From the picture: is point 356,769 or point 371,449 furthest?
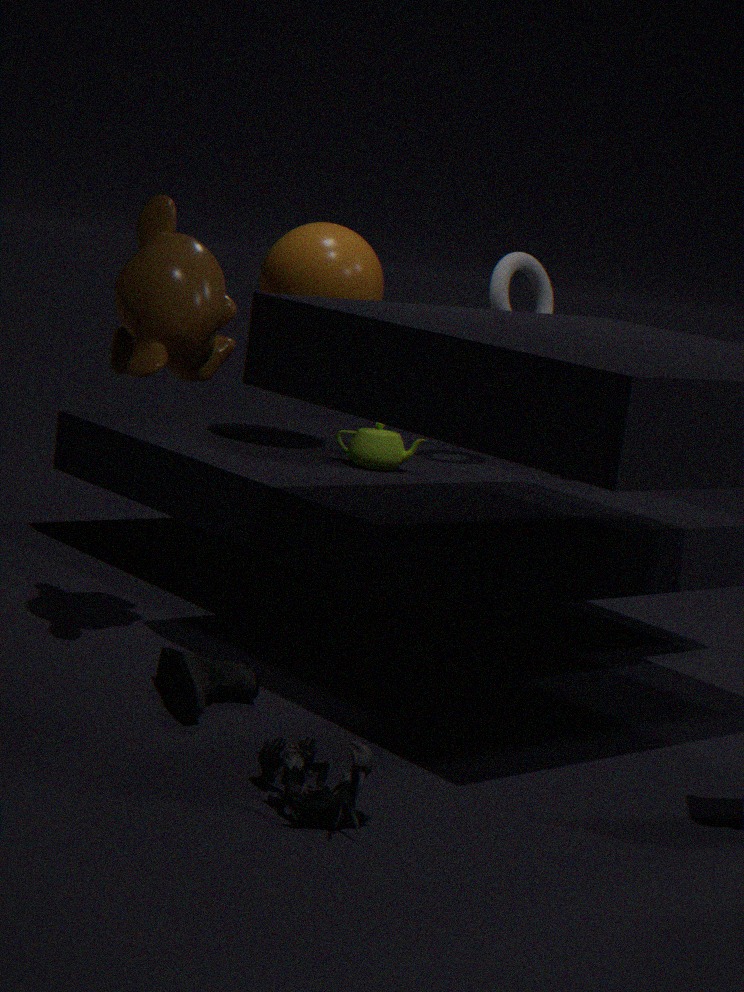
point 371,449
